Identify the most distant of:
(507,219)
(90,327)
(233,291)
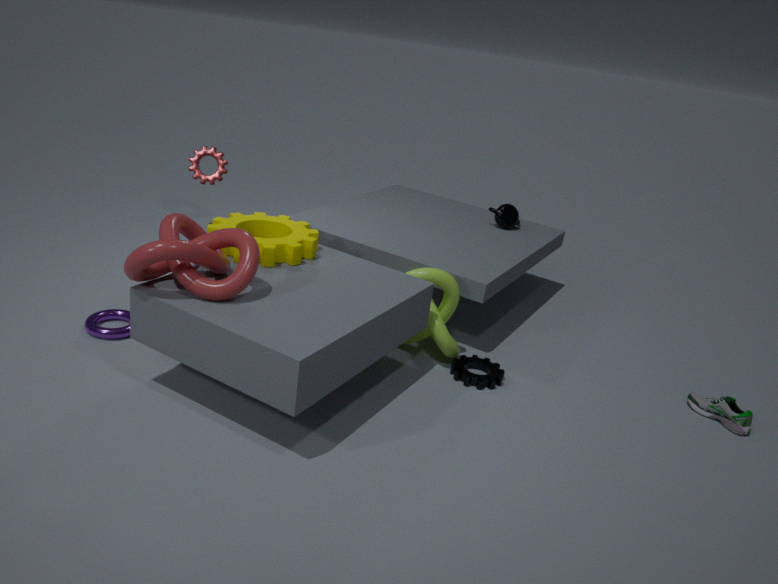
(507,219)
